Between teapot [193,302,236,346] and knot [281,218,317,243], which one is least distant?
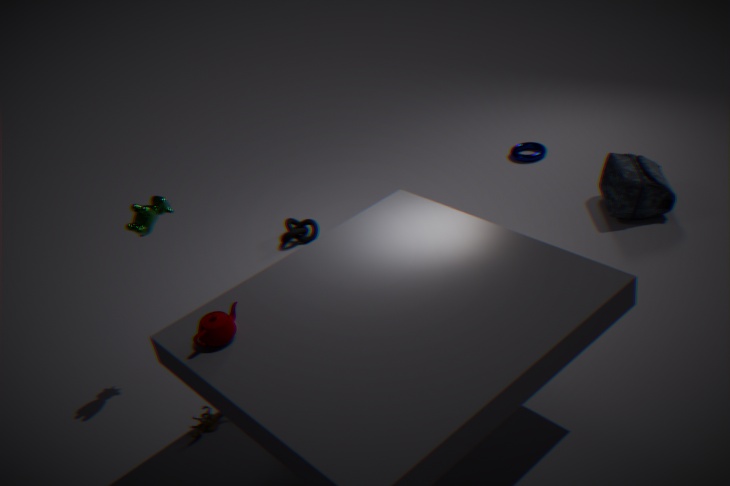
teapot [193,302,236,346]
